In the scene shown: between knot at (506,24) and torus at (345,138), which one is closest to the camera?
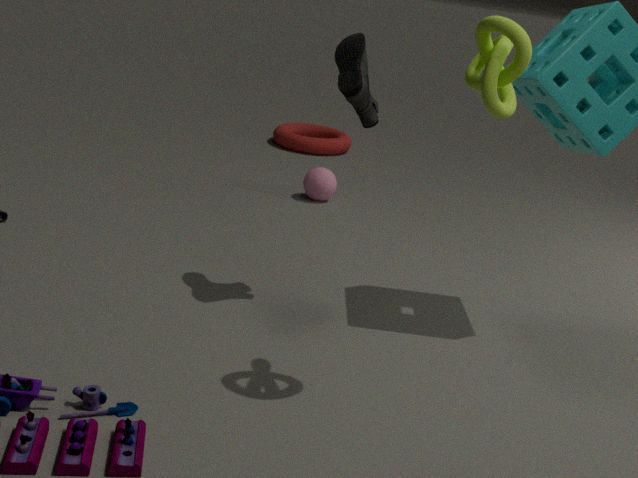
knot at (506,24)
